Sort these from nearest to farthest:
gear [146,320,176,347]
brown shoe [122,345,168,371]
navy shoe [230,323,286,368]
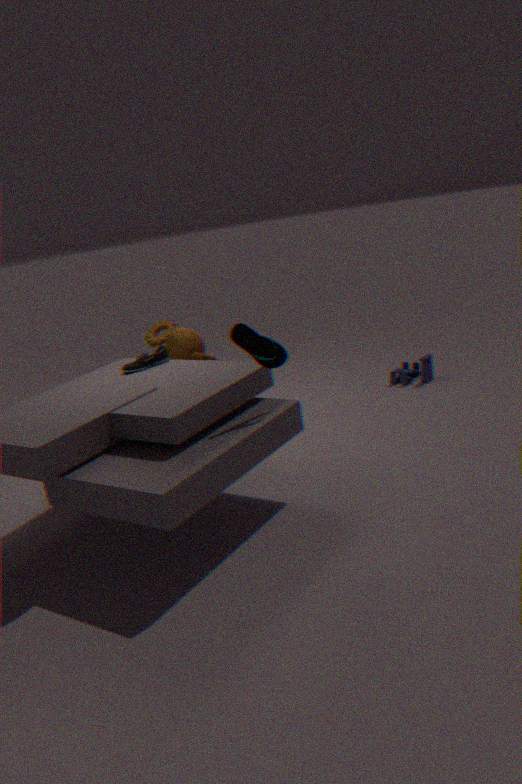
navy shoe [230,323,286,368] → brown shoe [122,345,168,371] → gear [146,320,176,347]
